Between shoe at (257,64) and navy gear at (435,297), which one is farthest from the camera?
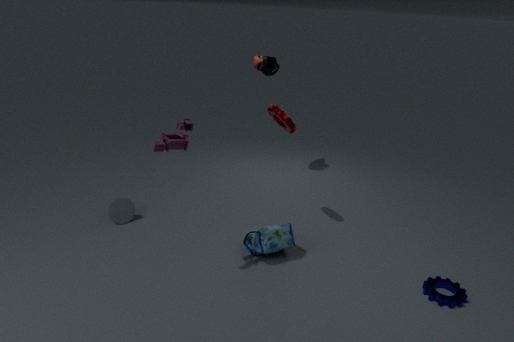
shoe at (257,64)
